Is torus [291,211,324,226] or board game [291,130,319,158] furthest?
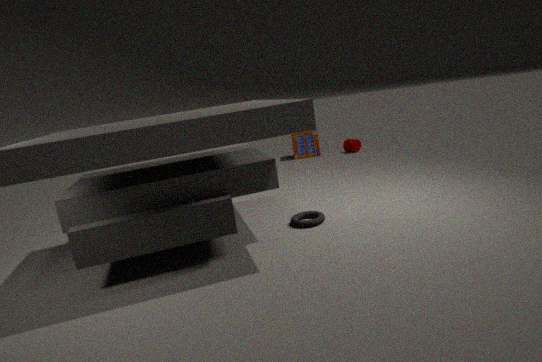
board game [291,130,319,158]
